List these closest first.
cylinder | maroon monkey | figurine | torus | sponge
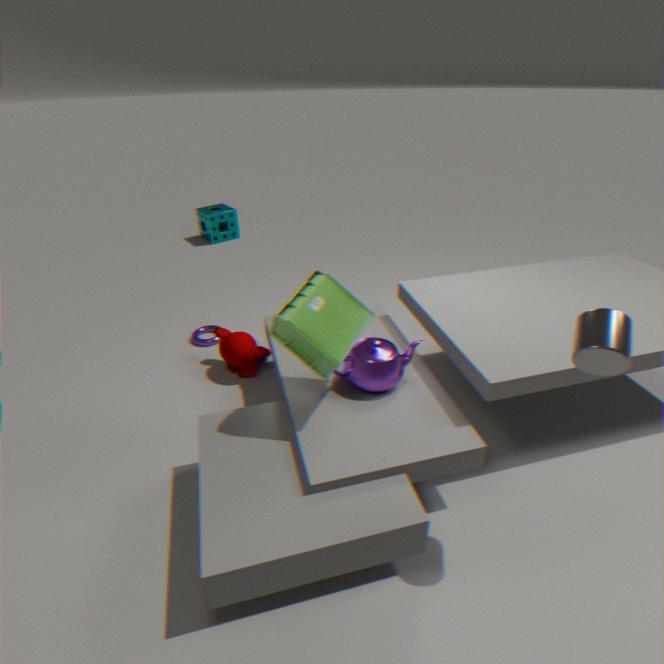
1. cylinder
2. figurine
3. maroon monkey
4. torus
5. sponge
